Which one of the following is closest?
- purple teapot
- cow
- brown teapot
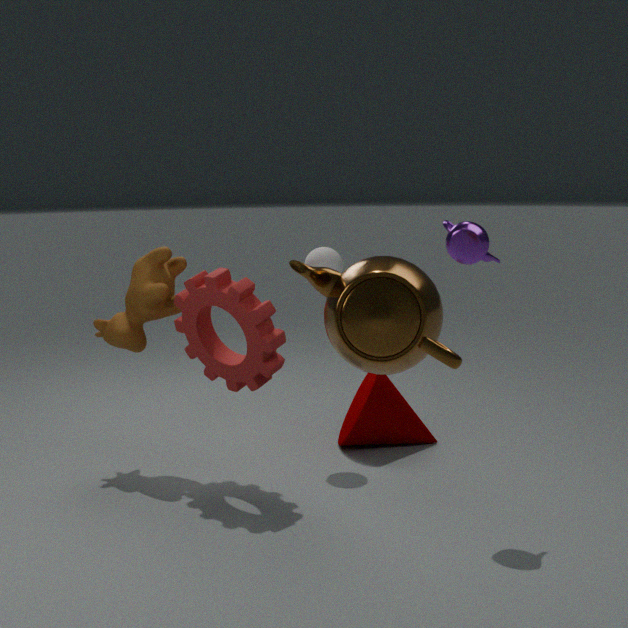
brown teapot
